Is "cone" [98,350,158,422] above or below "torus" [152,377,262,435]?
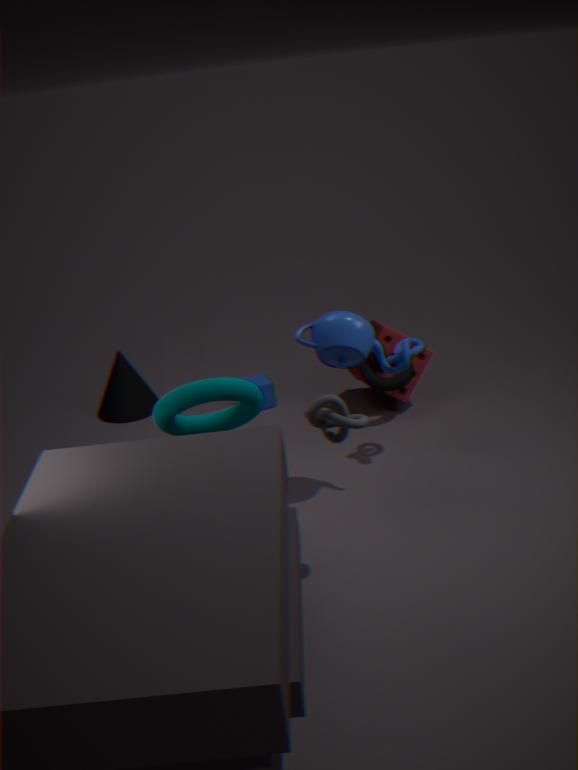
below
